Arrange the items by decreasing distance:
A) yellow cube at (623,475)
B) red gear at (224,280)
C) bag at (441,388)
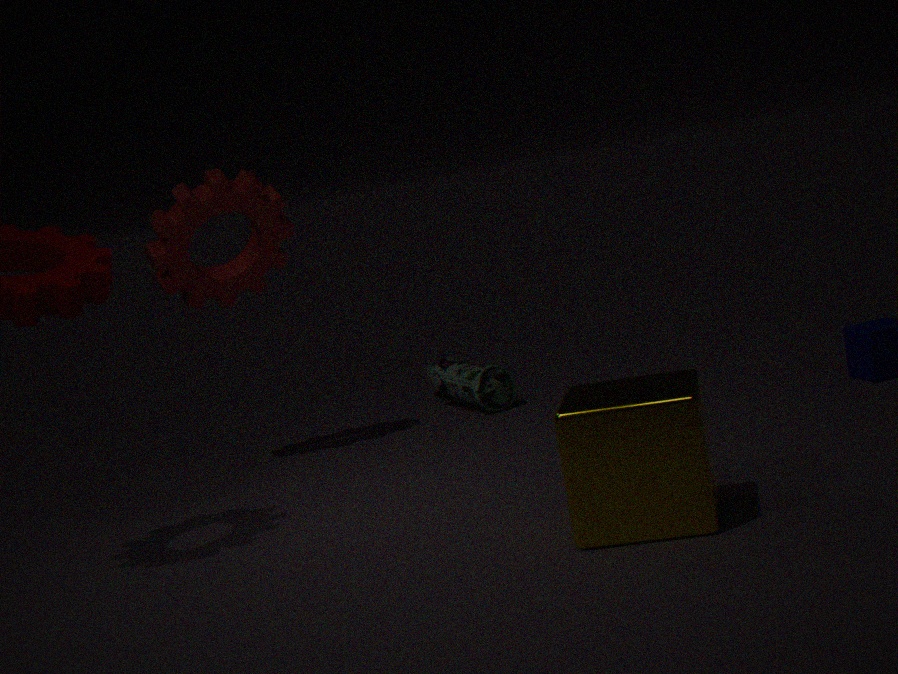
bag at (441,388) → red gear at (224,280) → yellow cube at (623,475)
